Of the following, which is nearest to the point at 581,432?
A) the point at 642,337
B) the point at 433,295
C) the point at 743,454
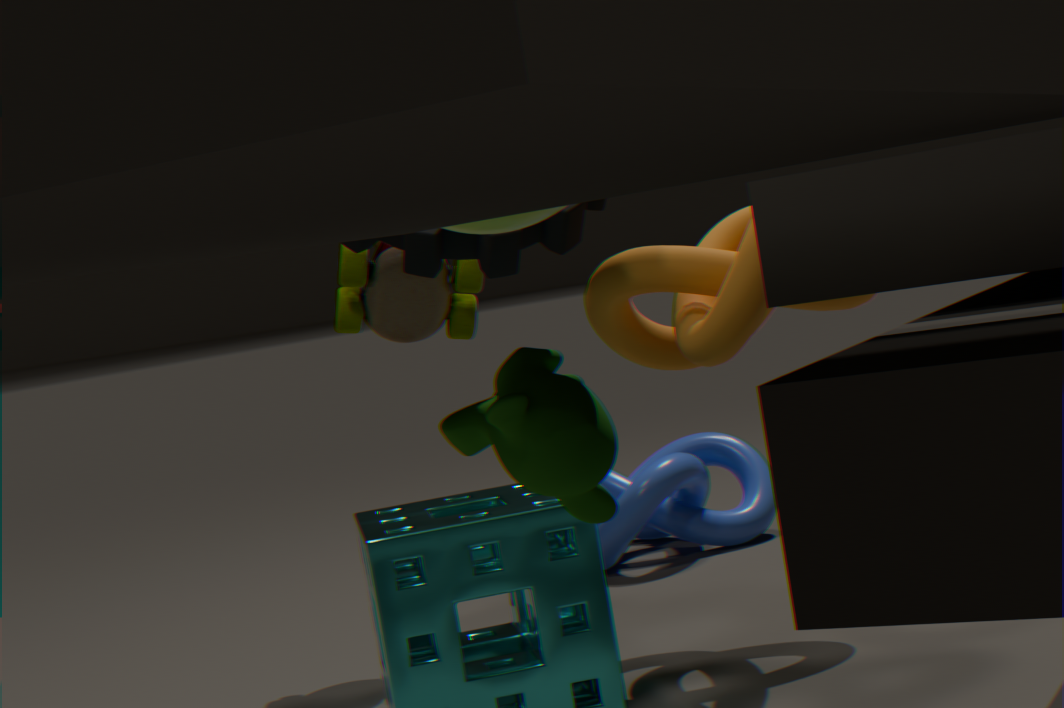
the point at 642,337
